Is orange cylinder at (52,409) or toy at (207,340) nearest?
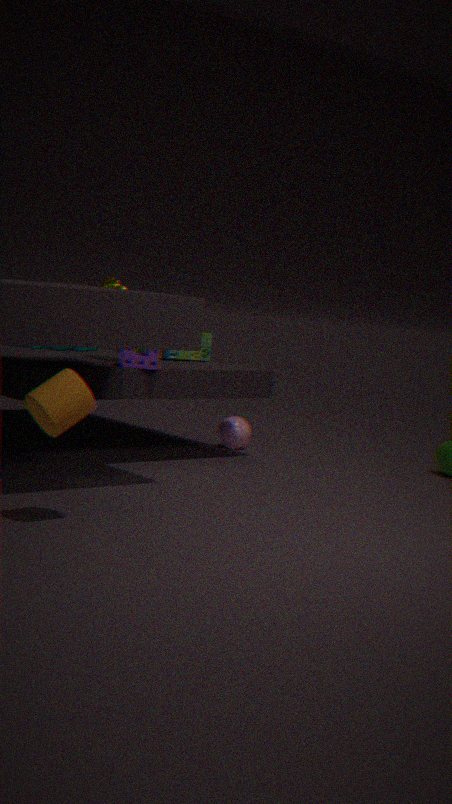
orange cylinder at (52,409)
